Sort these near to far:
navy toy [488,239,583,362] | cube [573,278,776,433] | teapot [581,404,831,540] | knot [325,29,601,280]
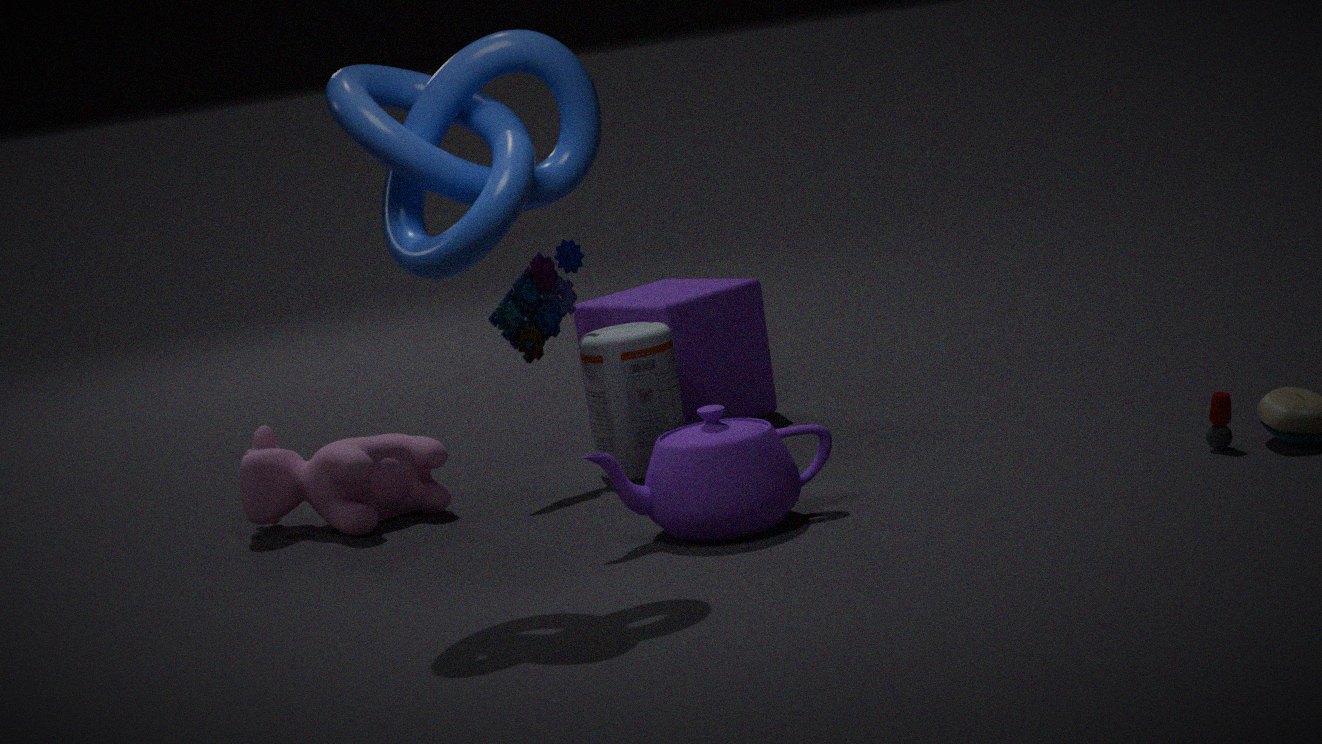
knot [325,29,601,280]
teapot [581,404,831,540]
navy toy [488,239,583,362]
cube [573,278,776,433]
